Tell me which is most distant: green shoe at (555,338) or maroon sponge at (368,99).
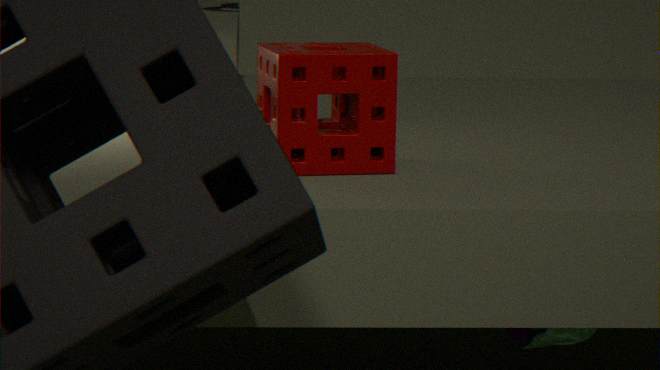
green shoe at (555,338)
